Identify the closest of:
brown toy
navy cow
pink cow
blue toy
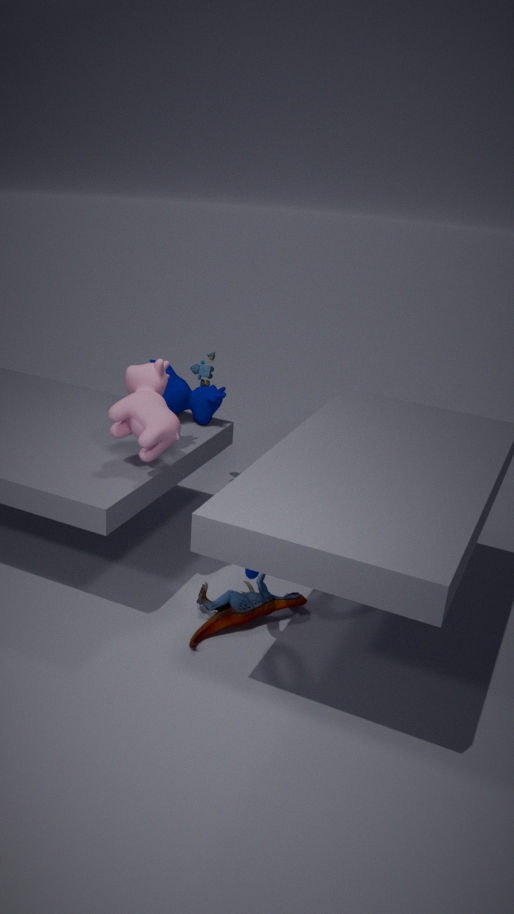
pink cow
